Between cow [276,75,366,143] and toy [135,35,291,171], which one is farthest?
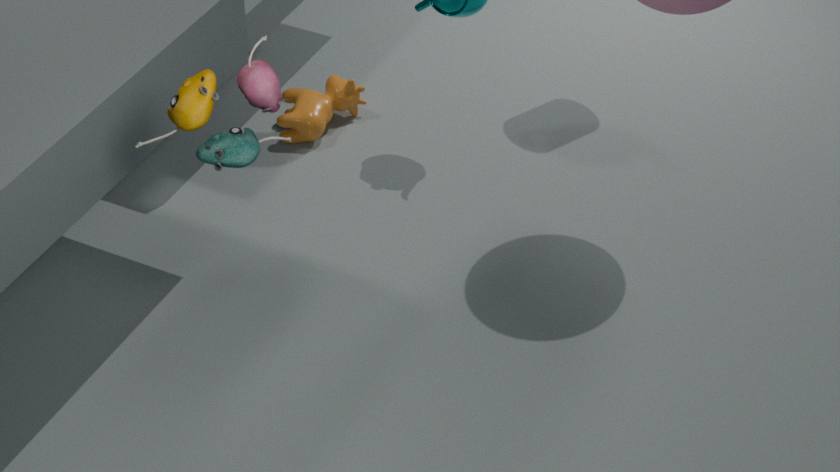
cow [276,75,366,143]
